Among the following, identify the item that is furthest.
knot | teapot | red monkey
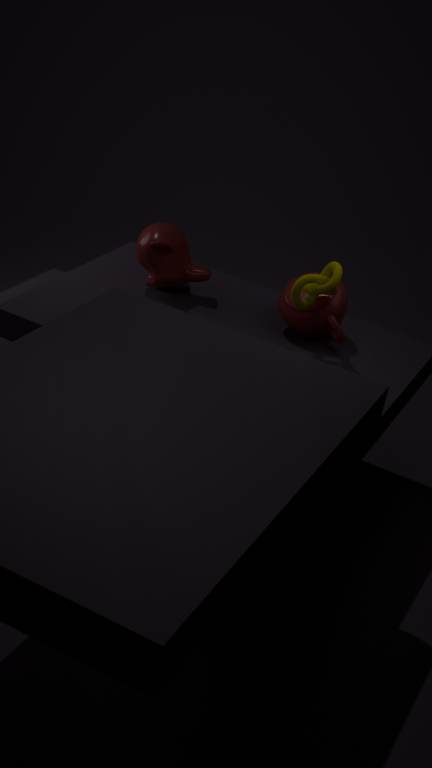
red monkey
